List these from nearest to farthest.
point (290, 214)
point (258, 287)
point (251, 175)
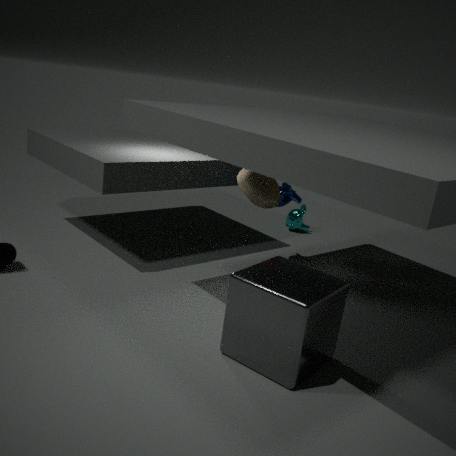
point (258, 287), point (251, 175), point (290, 214)
